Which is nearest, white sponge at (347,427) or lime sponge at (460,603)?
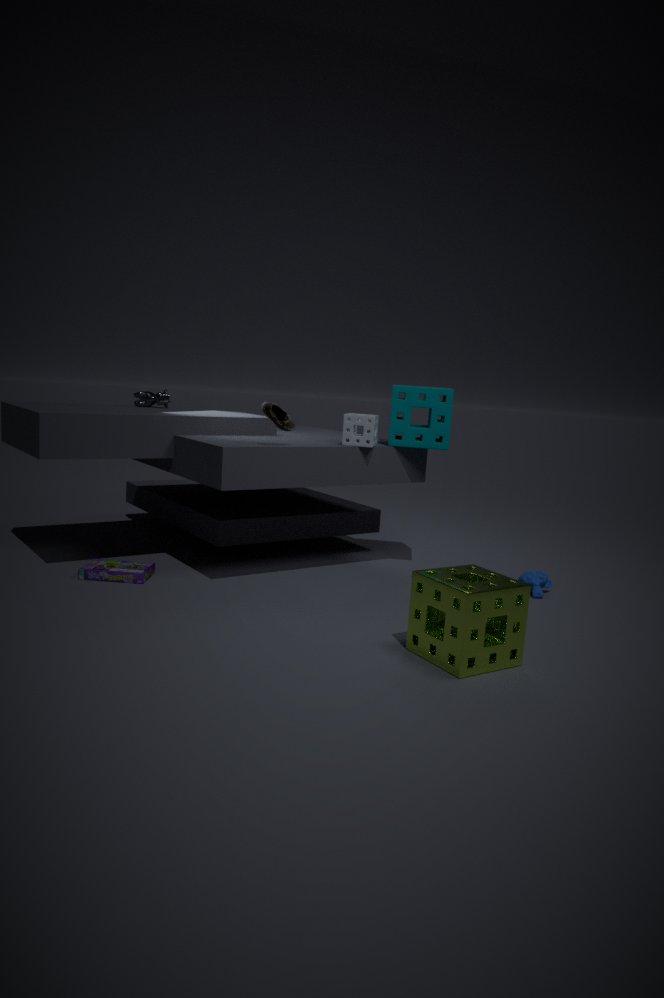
lime sponge at (460,603)
